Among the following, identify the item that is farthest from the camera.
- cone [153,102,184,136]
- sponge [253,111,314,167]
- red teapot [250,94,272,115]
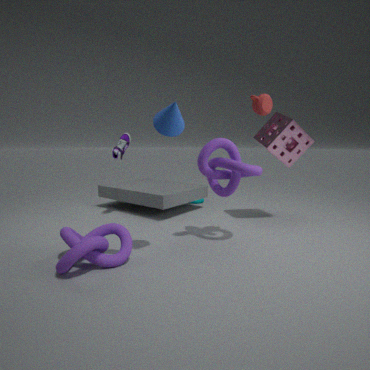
sponge [253,111,314,167]
